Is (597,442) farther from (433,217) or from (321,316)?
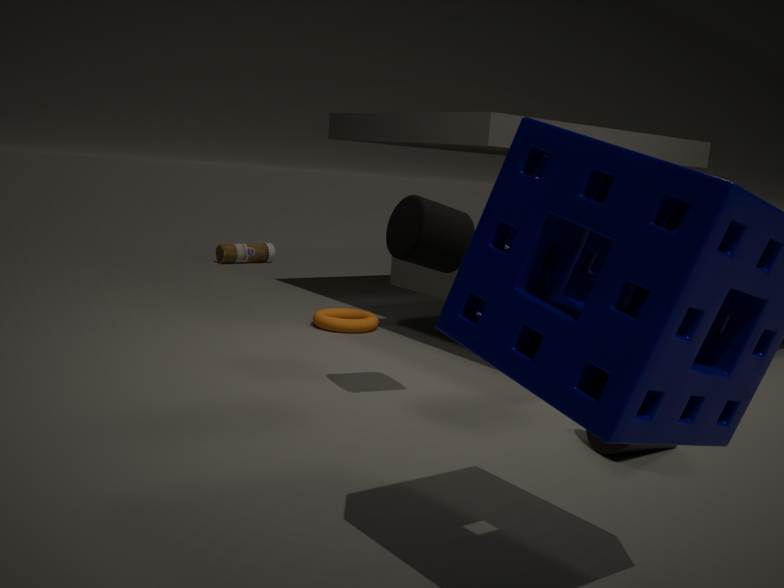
(321,316)
